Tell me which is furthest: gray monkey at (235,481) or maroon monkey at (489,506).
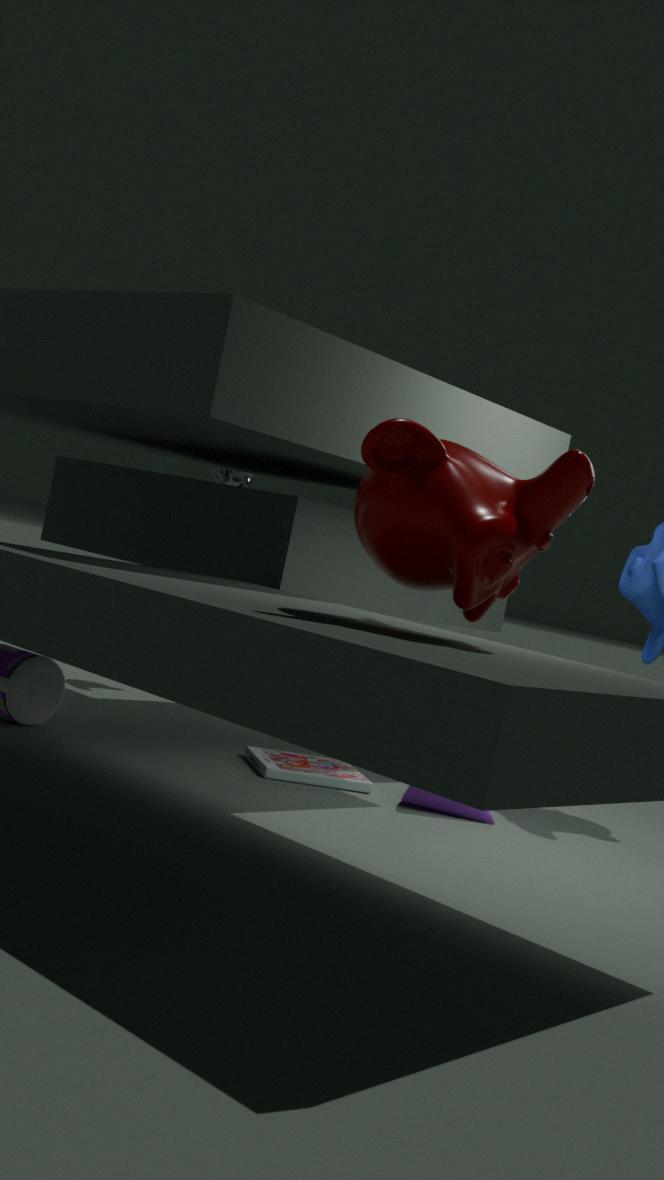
gray monkey at (235,481)
